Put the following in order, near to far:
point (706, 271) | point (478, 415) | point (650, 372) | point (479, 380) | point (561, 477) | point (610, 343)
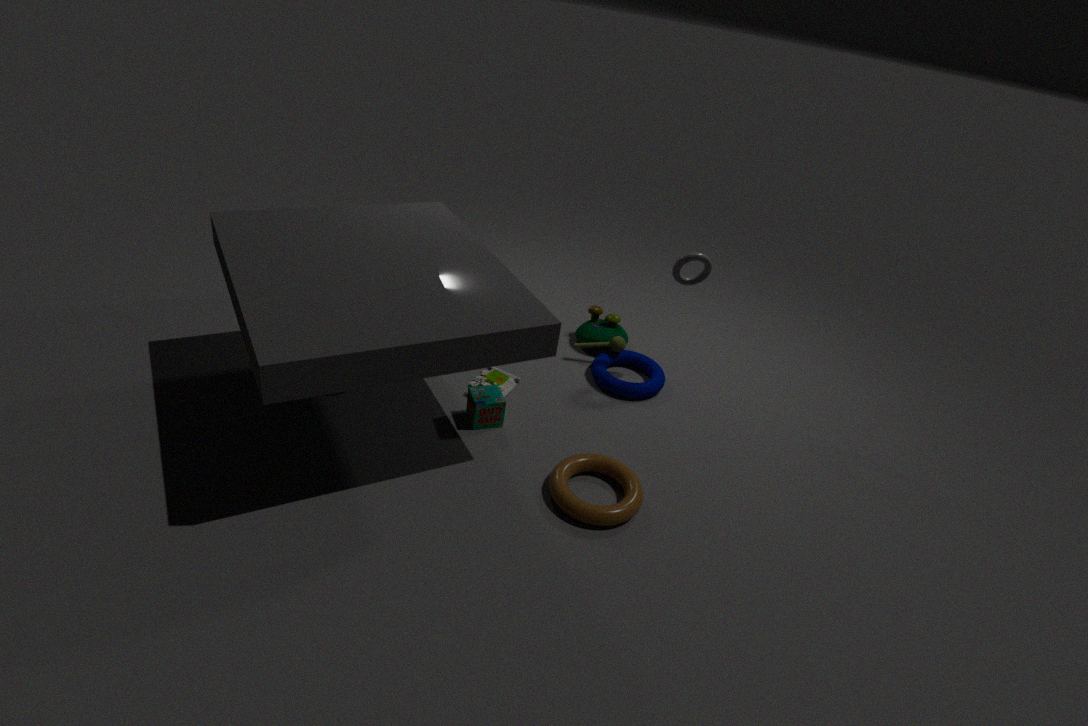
1. point (561, 477)
2. point (478, 415)
3. point (706, 271)
4. point (479, 380)
5. point (650, 372)
6. point (610, 343)
